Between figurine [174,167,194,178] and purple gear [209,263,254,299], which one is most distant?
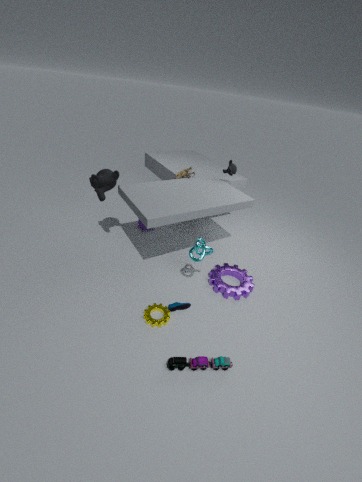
figurine [174,167,194,178]
